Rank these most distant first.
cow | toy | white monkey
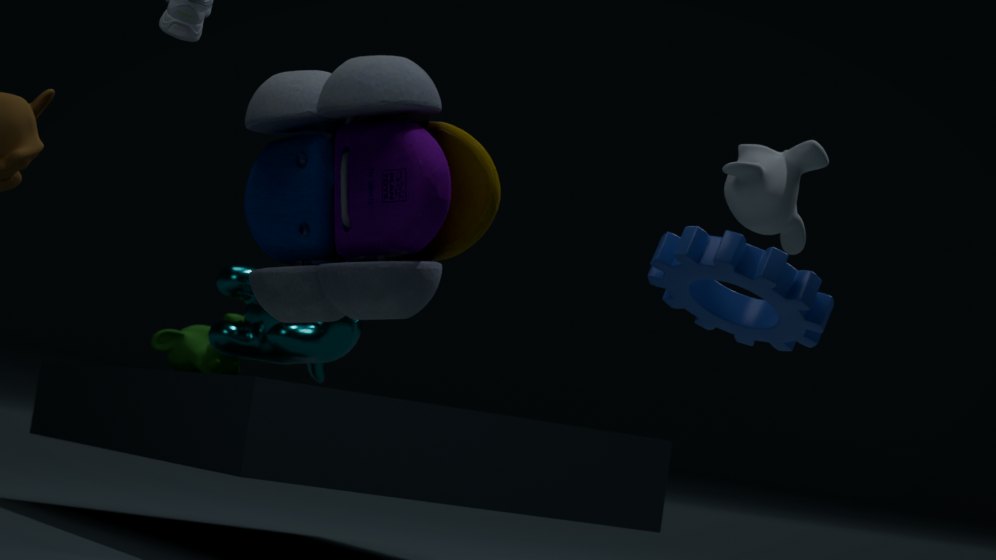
cow → white monkey → toy
